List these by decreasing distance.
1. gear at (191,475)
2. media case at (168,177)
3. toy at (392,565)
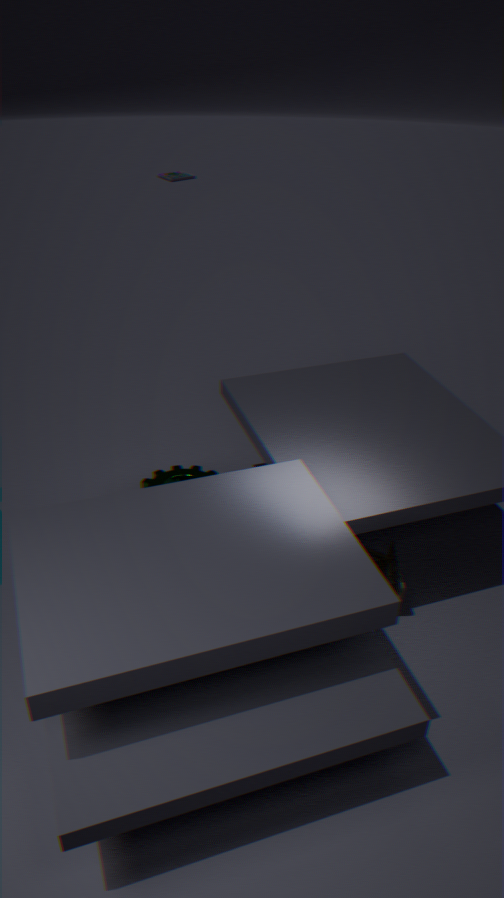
media case at (168,177) → gear at (191,475) → toy at (392,565)
